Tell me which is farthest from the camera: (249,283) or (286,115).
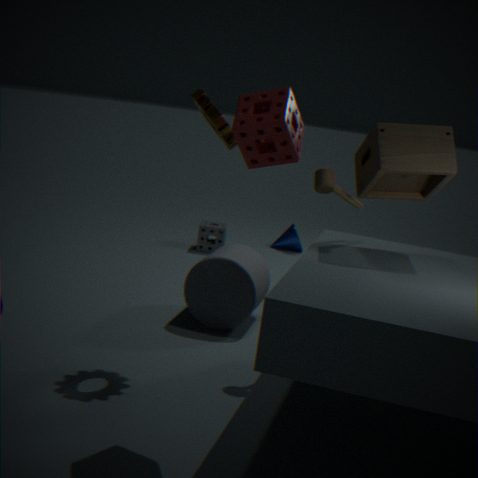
(249,283)
